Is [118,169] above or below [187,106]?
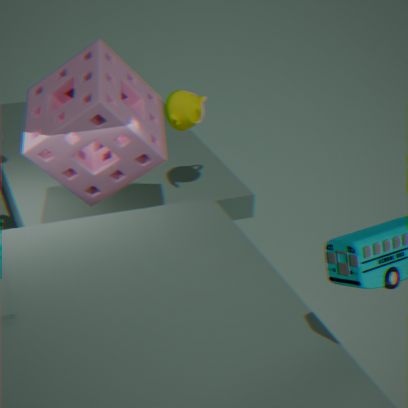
above
